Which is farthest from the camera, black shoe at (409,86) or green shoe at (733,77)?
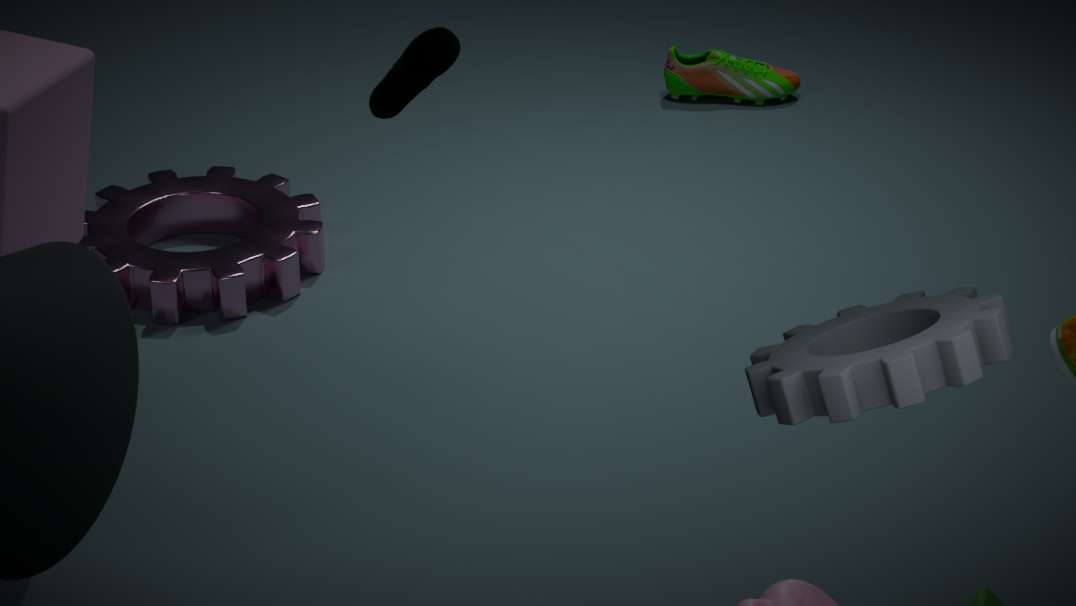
green shoe at (733,77)
